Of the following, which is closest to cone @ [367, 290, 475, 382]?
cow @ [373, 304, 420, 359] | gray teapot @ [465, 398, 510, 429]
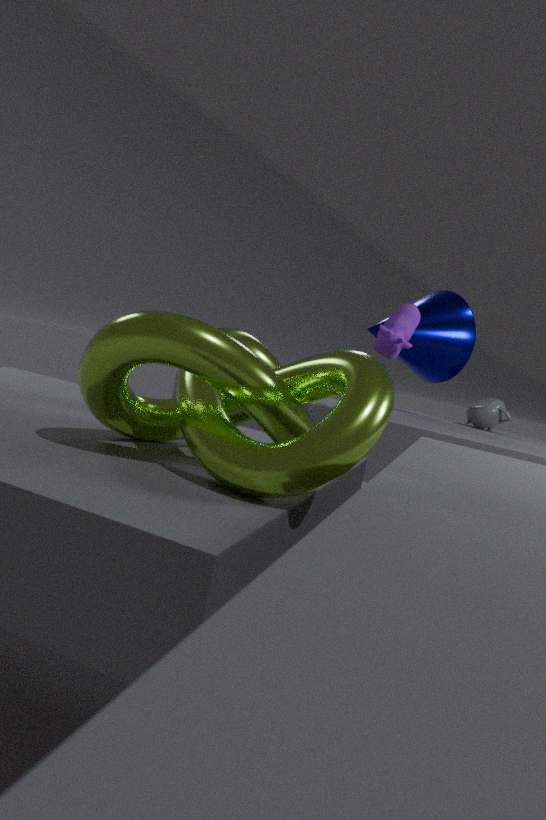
gray teapot @ [465, 398, 510, 429]
